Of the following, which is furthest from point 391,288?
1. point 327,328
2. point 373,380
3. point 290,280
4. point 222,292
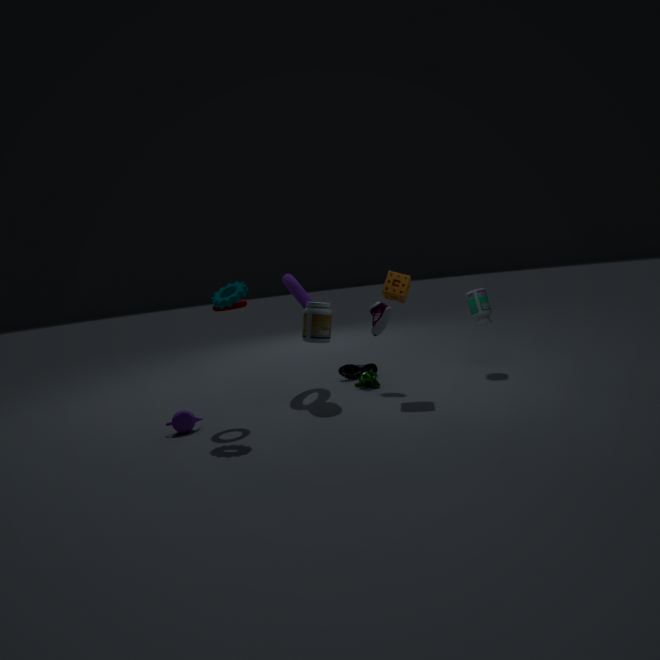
point 222,292
